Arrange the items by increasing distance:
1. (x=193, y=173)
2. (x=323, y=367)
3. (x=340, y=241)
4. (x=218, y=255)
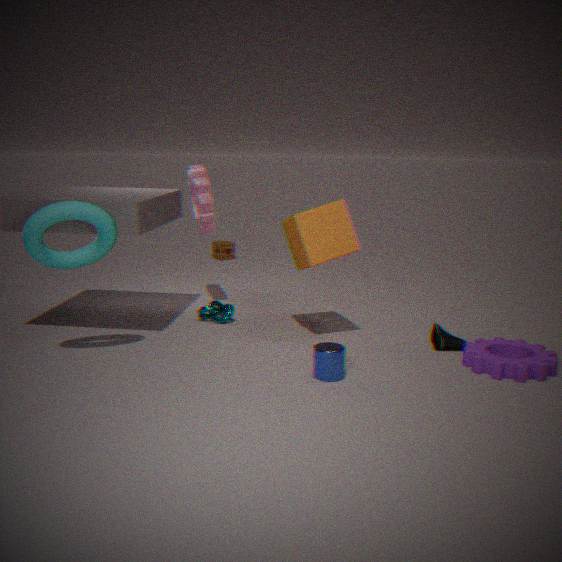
(x=323, y=367), (x=340, y=241), (x=193, y=173), (x=218, y=255)
